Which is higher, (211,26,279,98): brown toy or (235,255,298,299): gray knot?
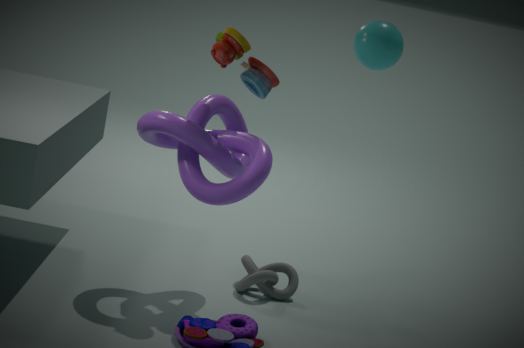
(211,26,279,98): brown toy
